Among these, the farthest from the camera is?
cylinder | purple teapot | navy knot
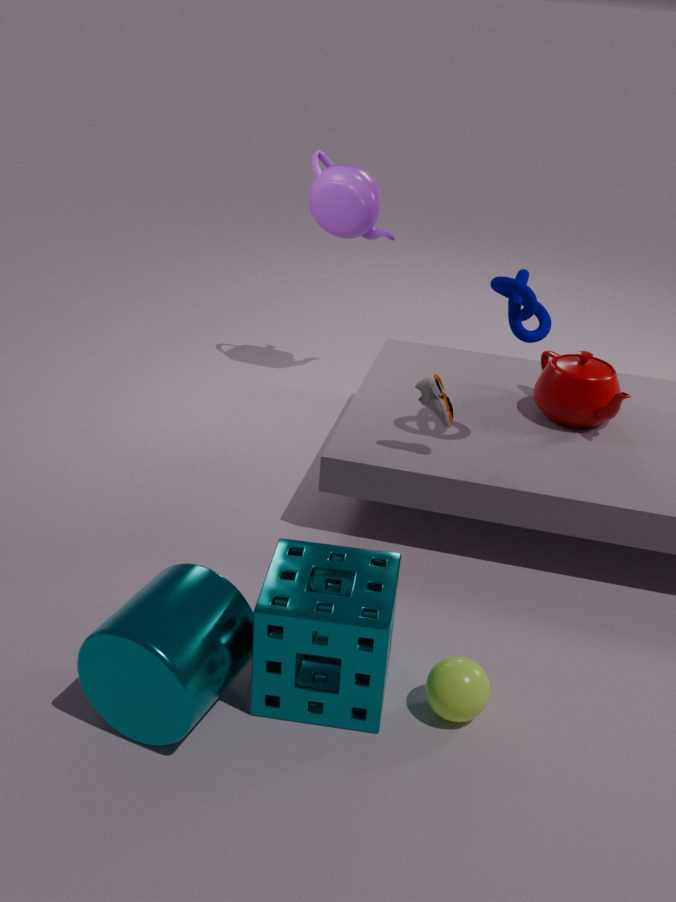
purple teapot
